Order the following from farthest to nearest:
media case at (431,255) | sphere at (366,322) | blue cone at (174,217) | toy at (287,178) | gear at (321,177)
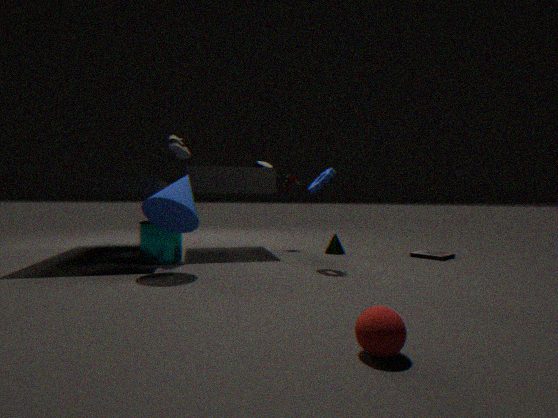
toy at (287,178) → media case at (431,255) → gear at (321,177) → blue cone at (174,217) → sphere at (366,322)
